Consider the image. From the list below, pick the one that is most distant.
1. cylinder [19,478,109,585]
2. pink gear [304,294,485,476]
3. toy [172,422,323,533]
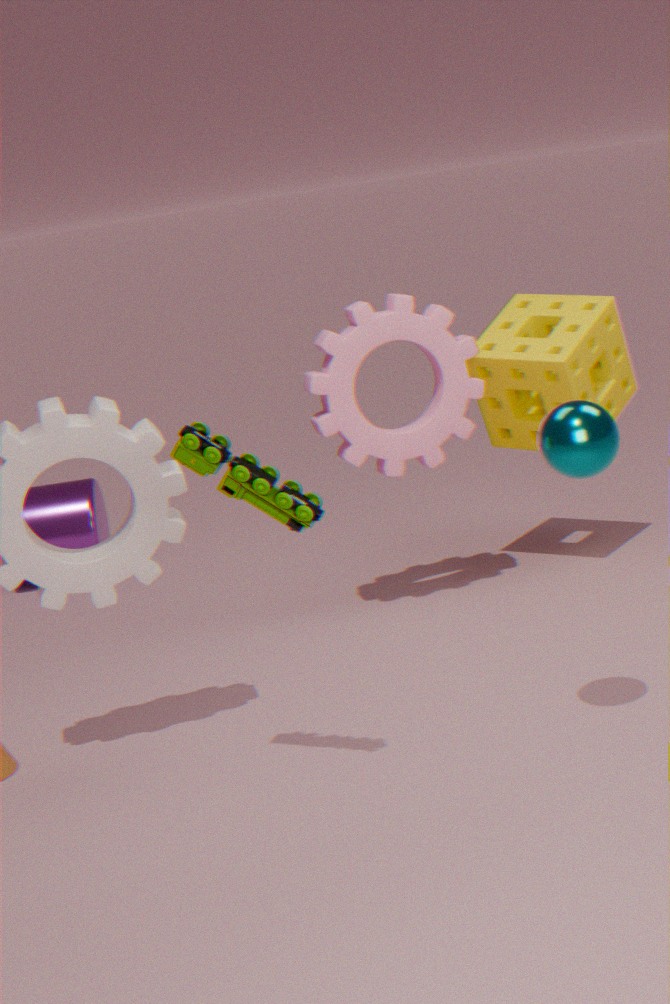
cylinder [19,478,109,585]
